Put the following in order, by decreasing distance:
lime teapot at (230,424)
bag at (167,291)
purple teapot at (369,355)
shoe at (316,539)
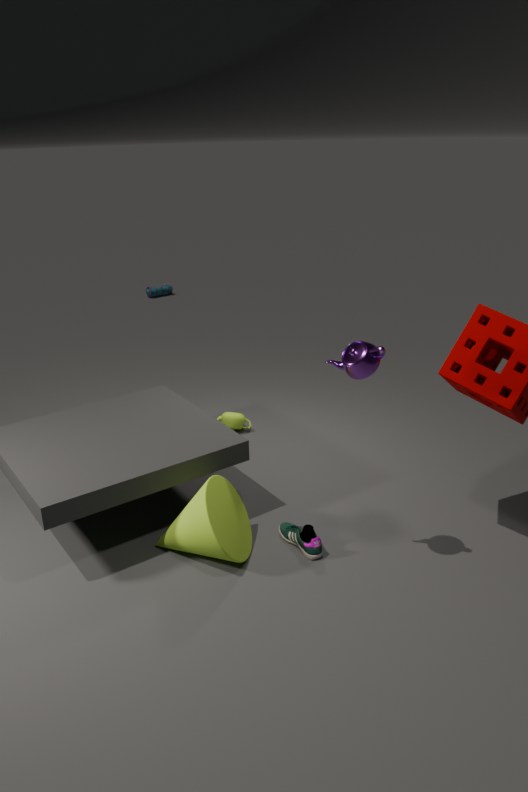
bag at (167,291)
lime teapot at (230,424)
shoe at (316,539)
purple teapot at (369,355)
